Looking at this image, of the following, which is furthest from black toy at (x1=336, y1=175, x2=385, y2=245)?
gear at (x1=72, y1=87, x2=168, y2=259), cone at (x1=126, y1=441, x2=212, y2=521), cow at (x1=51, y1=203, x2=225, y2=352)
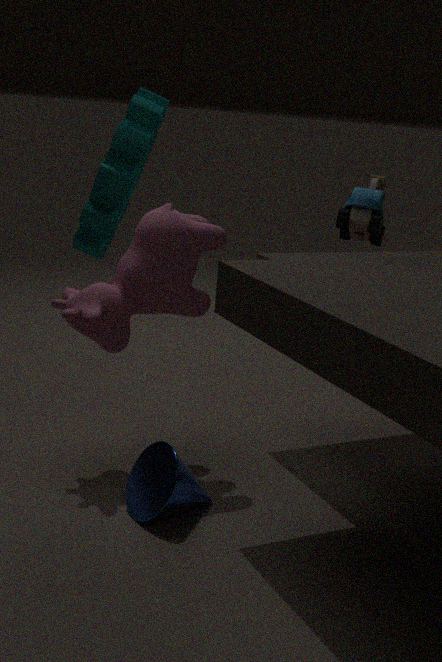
gear at (x1=72, y1=87, x2=168, y2=259)
